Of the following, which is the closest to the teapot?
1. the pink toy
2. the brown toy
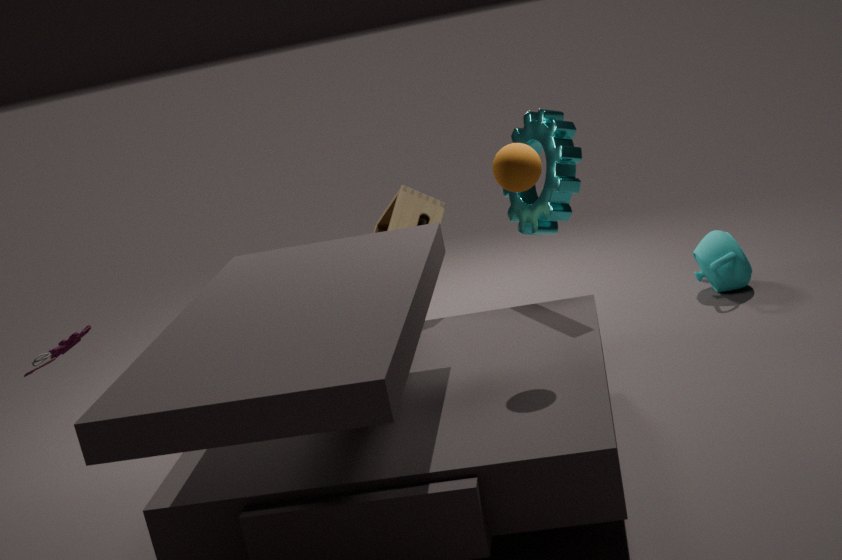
the brown toy
